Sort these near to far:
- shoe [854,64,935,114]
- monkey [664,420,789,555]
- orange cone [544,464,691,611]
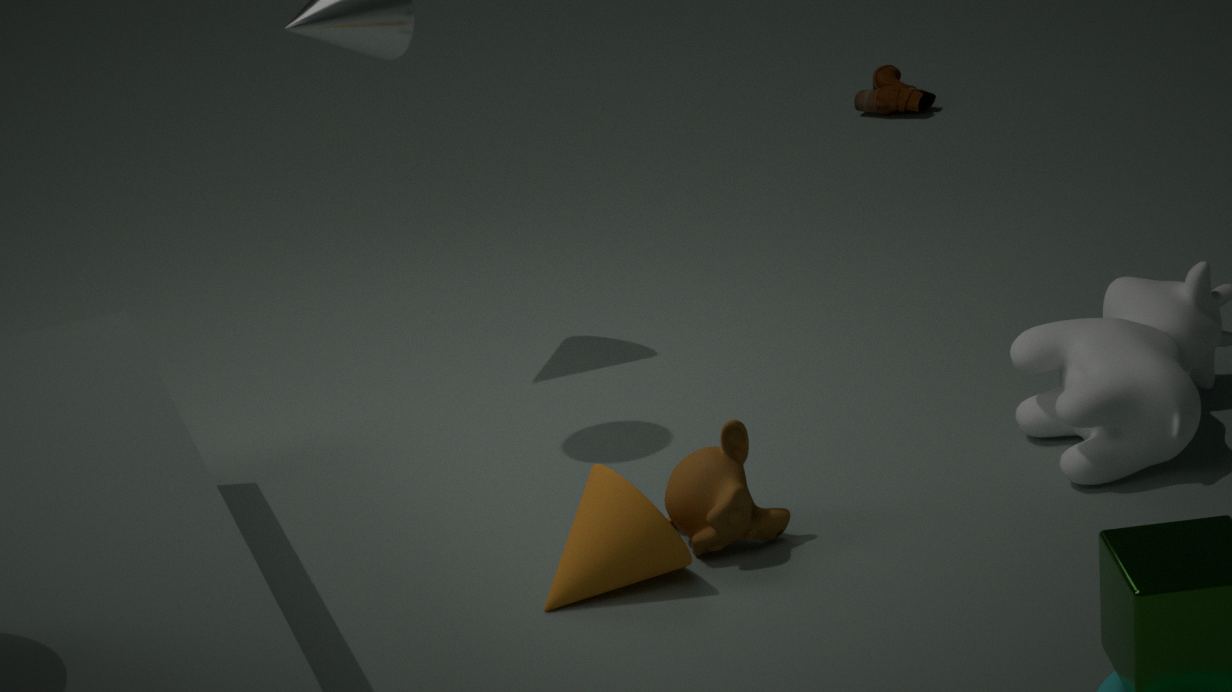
orange cone [544,464,691,611] < monkey [664,420,789,555] < shoe [854,64,935,114]
